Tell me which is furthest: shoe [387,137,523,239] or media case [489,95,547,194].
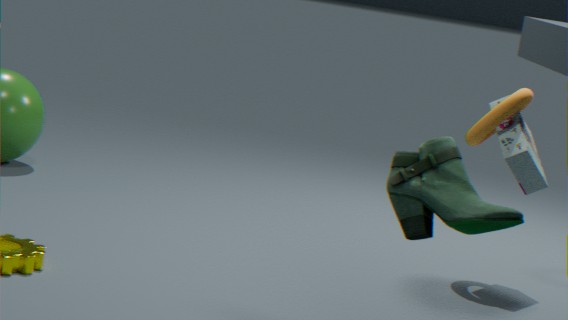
media case [489,95,547,194]
